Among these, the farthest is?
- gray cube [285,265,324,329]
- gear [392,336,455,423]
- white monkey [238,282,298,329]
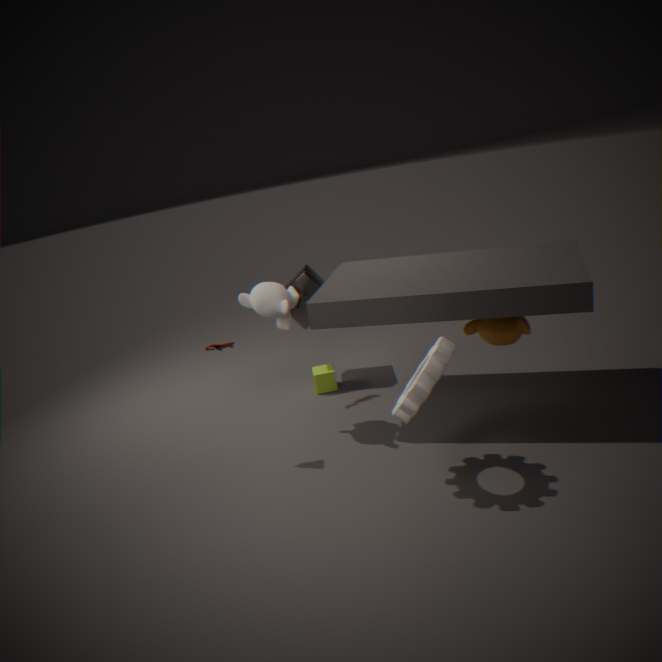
gray cube [285,265,324,329]
